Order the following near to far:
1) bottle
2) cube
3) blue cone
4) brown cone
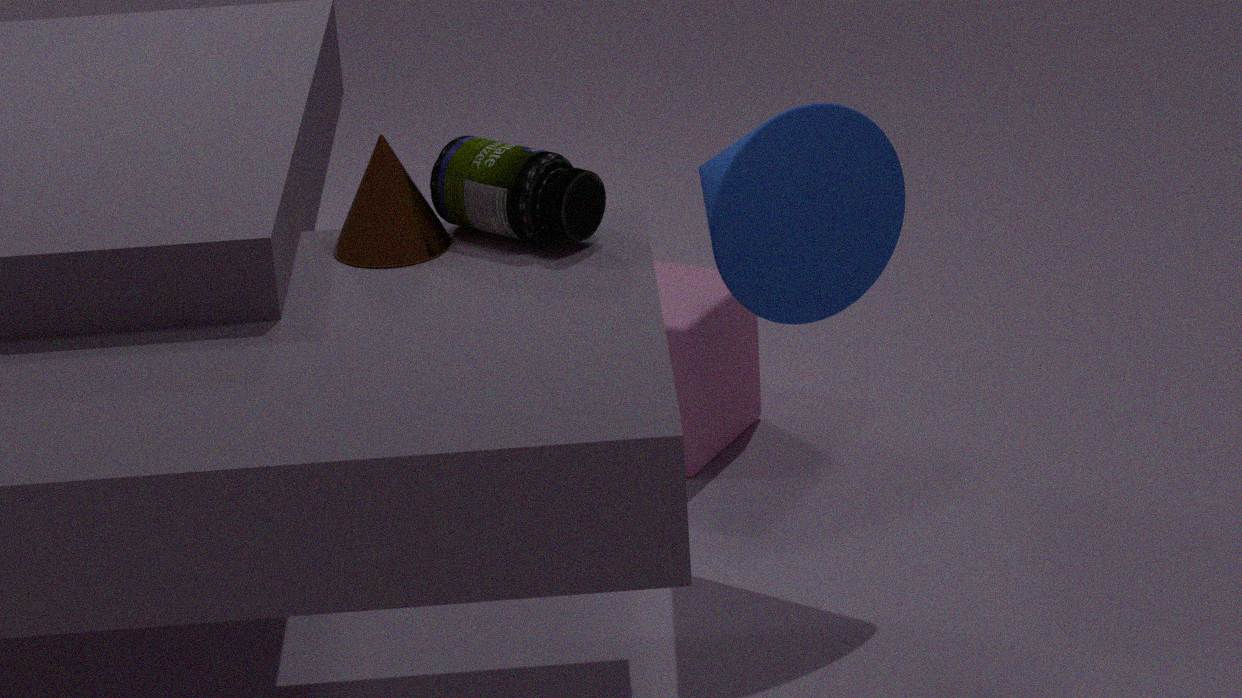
1. bottle < 4. brown cone < 3. blue cone < 2. cube
